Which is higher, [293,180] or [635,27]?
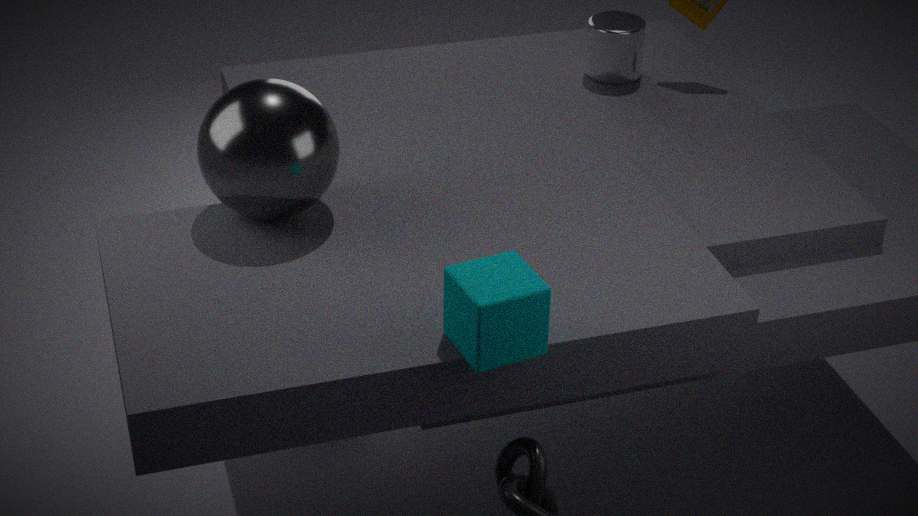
[293,180]
